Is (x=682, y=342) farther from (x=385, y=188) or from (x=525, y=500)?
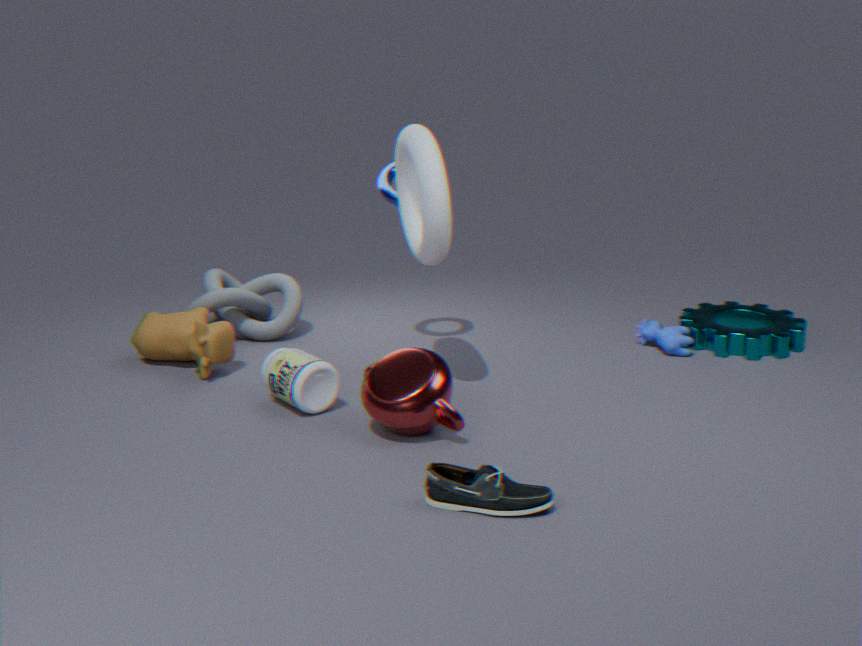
(x=525, y=500)
